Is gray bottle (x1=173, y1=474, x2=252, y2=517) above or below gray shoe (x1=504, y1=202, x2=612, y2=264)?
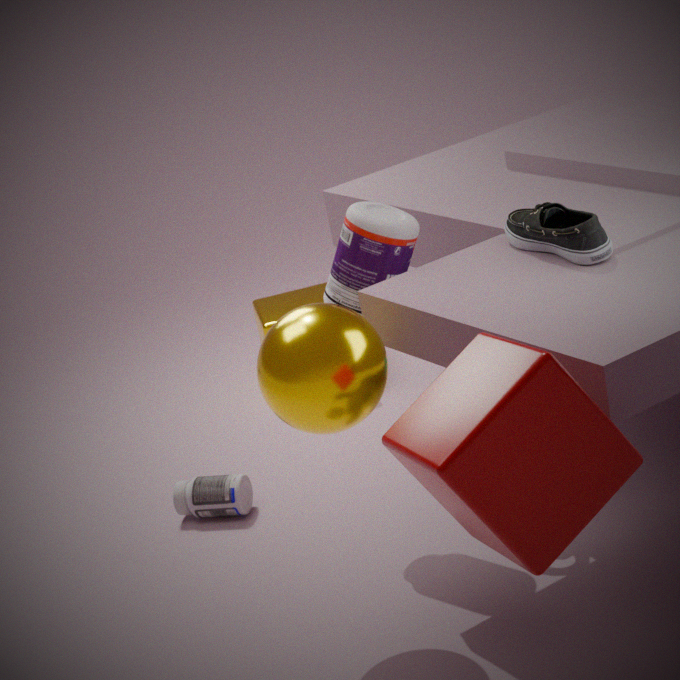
below
